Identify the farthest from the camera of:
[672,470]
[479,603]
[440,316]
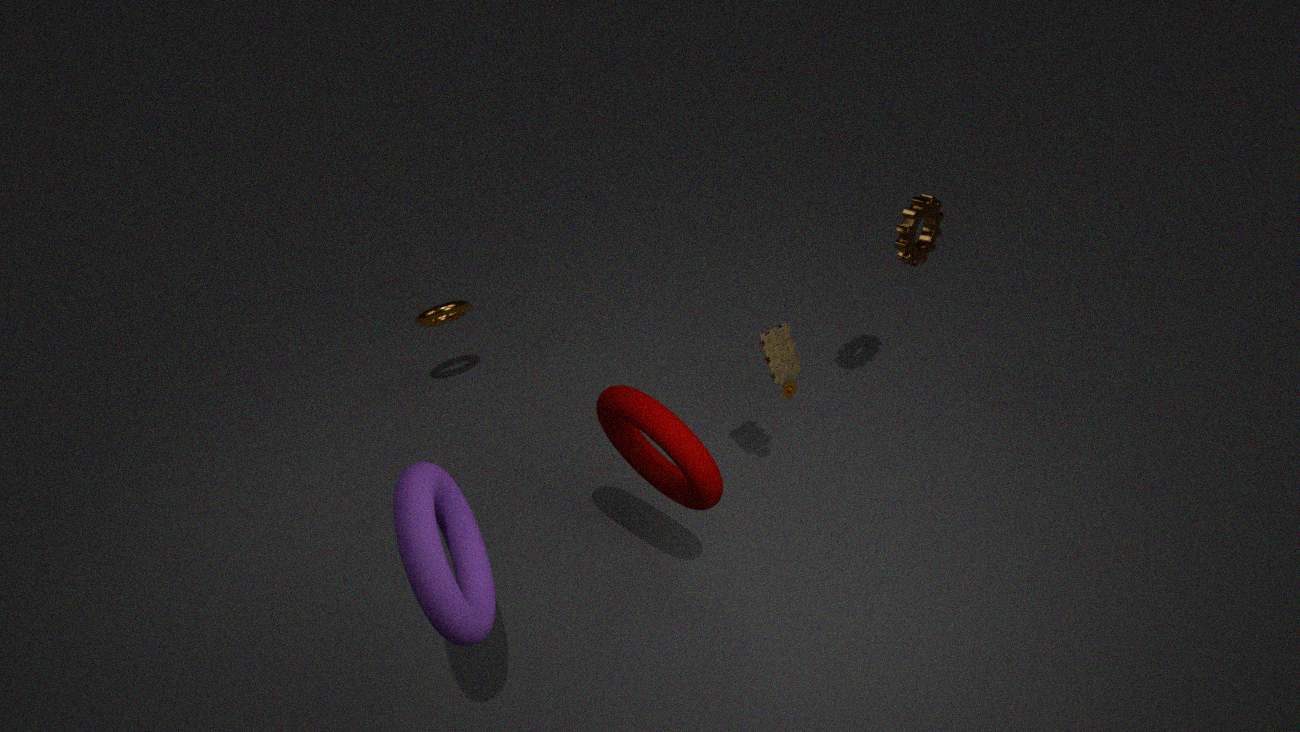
[440,316]
